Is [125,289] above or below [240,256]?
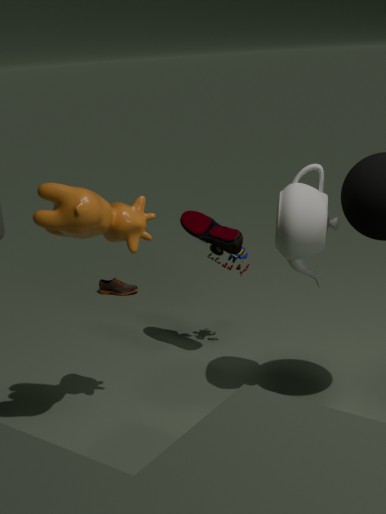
below
